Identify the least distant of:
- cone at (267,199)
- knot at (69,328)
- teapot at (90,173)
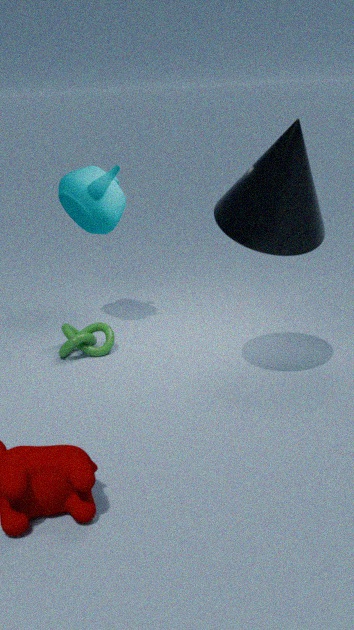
cone at (267,199)
